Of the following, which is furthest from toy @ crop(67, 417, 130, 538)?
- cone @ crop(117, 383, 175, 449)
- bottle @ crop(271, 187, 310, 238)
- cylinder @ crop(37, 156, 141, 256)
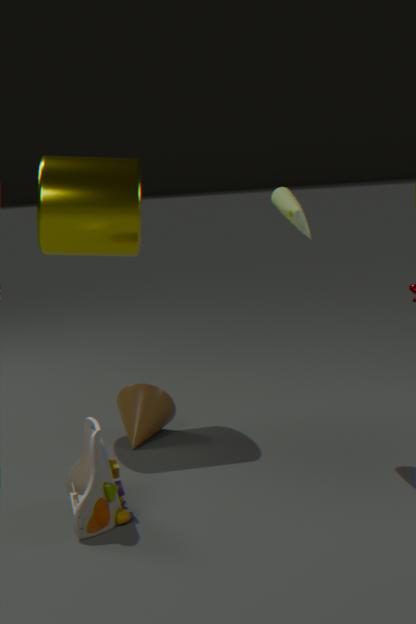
bottle @ crop(271, 187, 310, 238)
